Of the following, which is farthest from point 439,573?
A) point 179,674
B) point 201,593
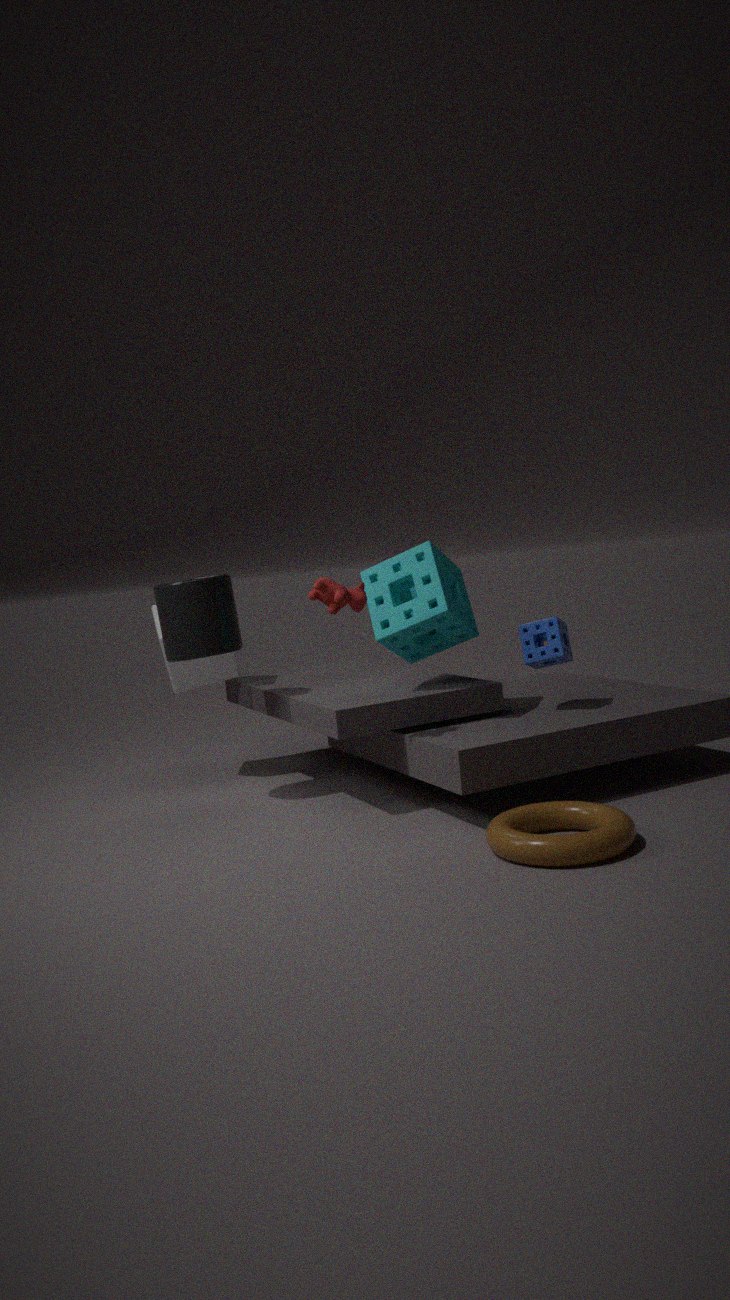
point 179,674
